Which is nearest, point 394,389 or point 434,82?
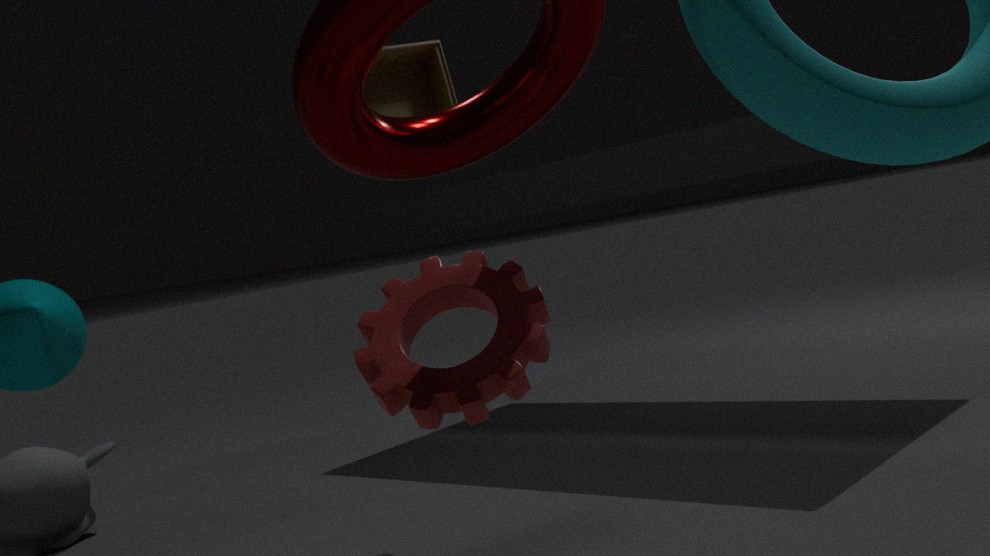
point 394,389
